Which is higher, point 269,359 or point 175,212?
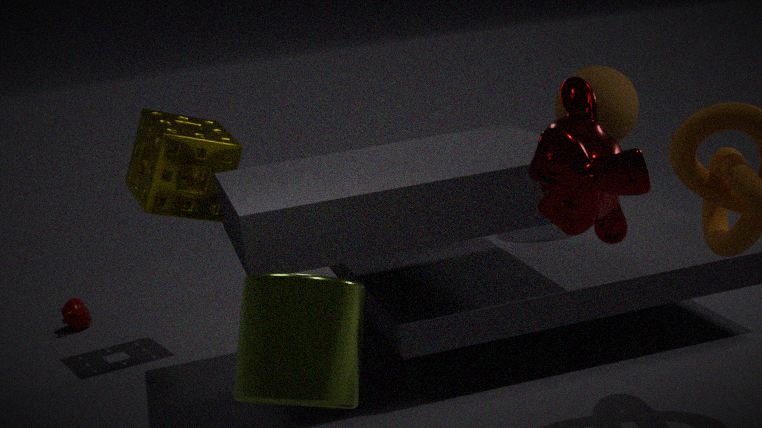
point 175,212
